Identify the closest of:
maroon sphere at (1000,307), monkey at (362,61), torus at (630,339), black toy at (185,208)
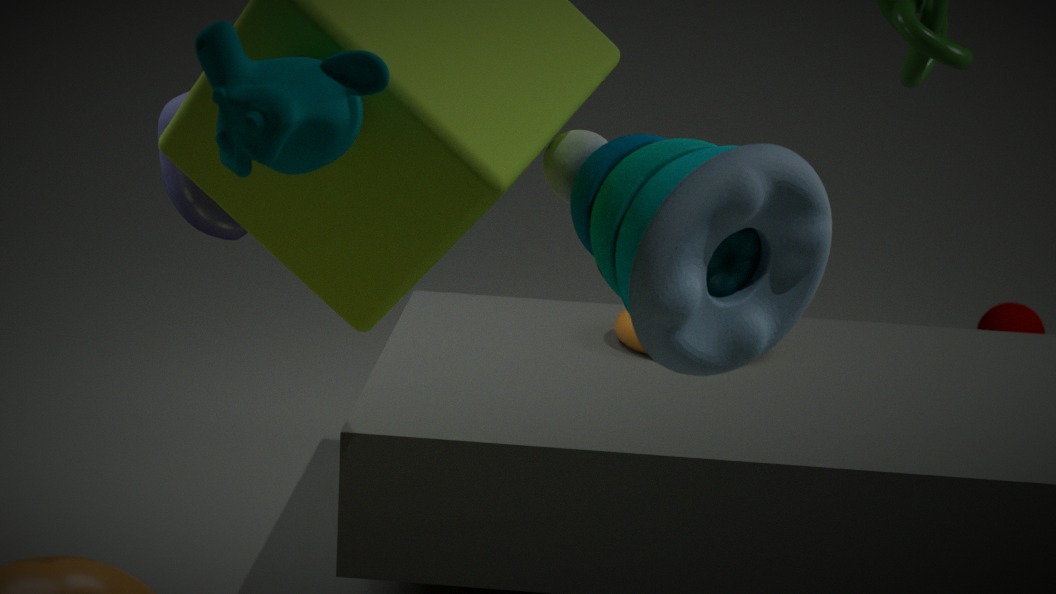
monkey at (362,61)
